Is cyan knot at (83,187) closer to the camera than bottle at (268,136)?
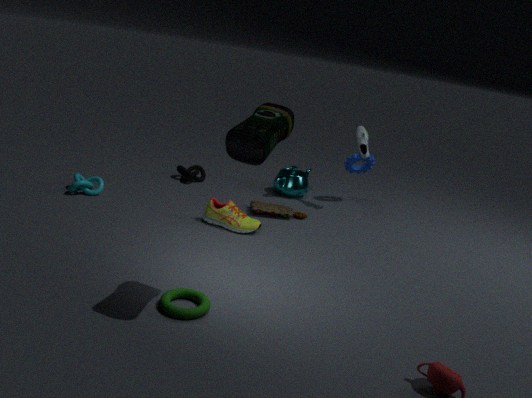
No
